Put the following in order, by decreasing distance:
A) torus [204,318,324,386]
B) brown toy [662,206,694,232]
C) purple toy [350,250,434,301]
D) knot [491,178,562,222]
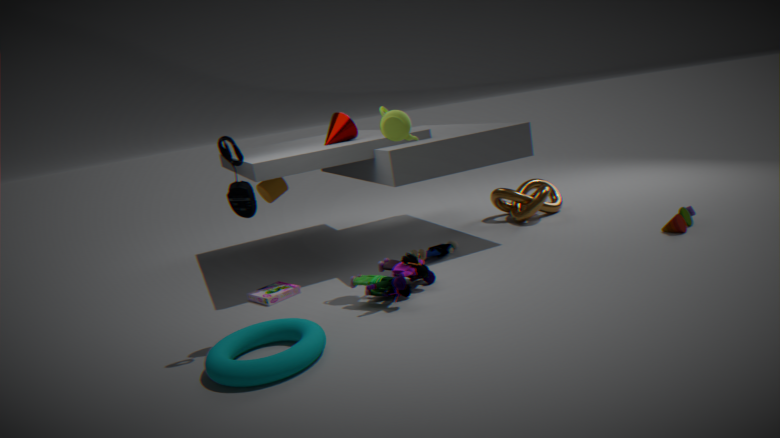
knot [491,178,562,222], brown toy [662,206,694,232], purple toy [350,250,434,301], torus [204,318,324,386]
